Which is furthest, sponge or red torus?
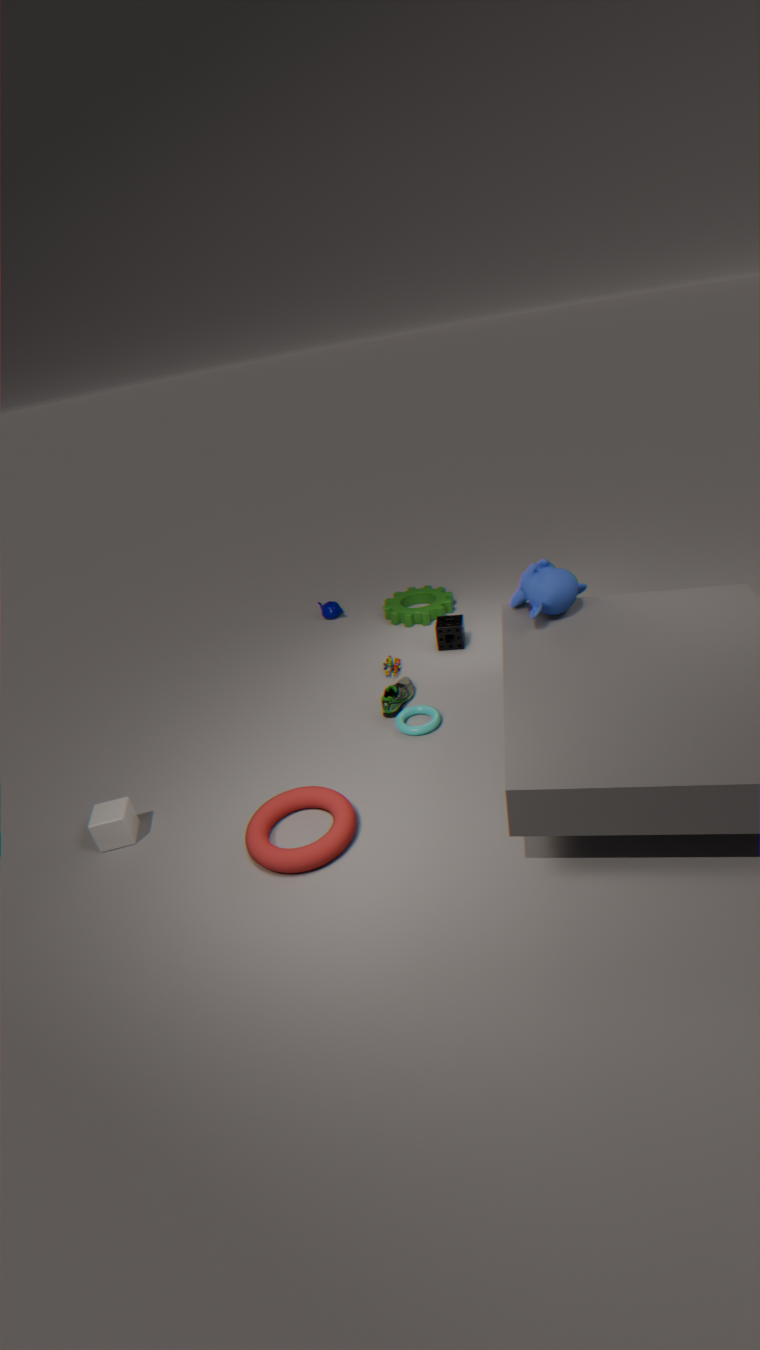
sponge
